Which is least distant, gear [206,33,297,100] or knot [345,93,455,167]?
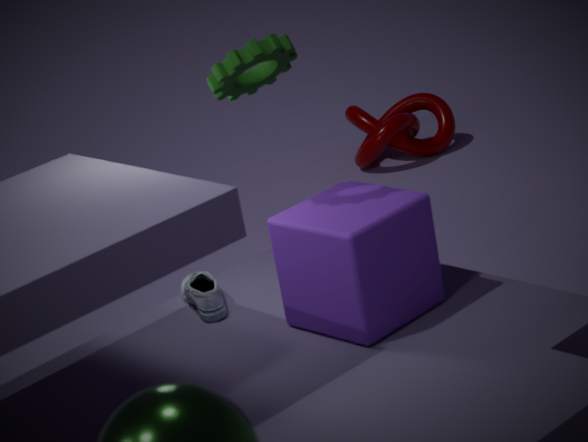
gear [206,33,297,100]
